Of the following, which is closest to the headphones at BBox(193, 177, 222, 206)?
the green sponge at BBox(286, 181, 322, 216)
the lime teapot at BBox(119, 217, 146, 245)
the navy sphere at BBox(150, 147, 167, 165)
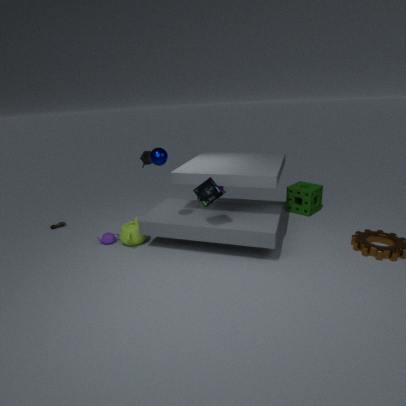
the navy sphere at BBox(150, 147, 167, 165)
